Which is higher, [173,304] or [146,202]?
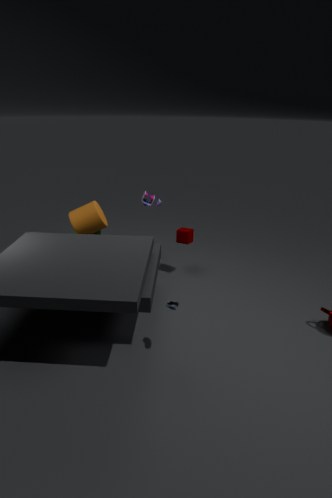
[146,202]
